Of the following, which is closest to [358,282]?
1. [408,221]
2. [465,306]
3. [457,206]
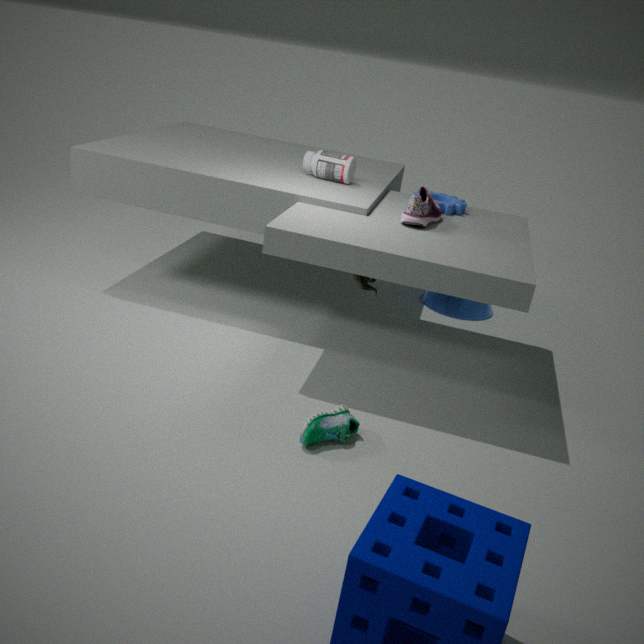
[408,221]
